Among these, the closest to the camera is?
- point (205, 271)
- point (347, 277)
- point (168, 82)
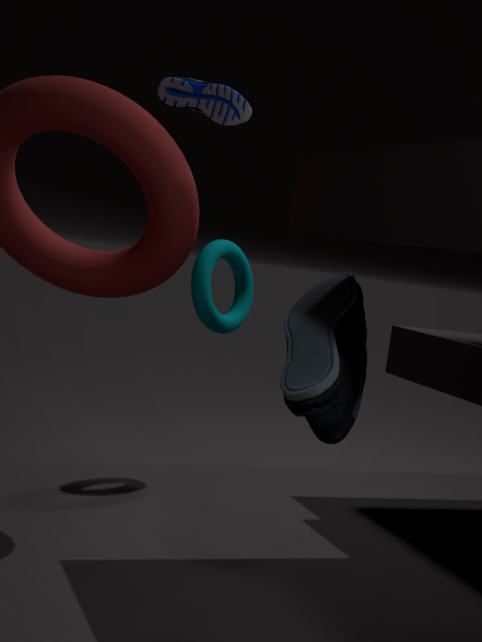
point (168, 82)
